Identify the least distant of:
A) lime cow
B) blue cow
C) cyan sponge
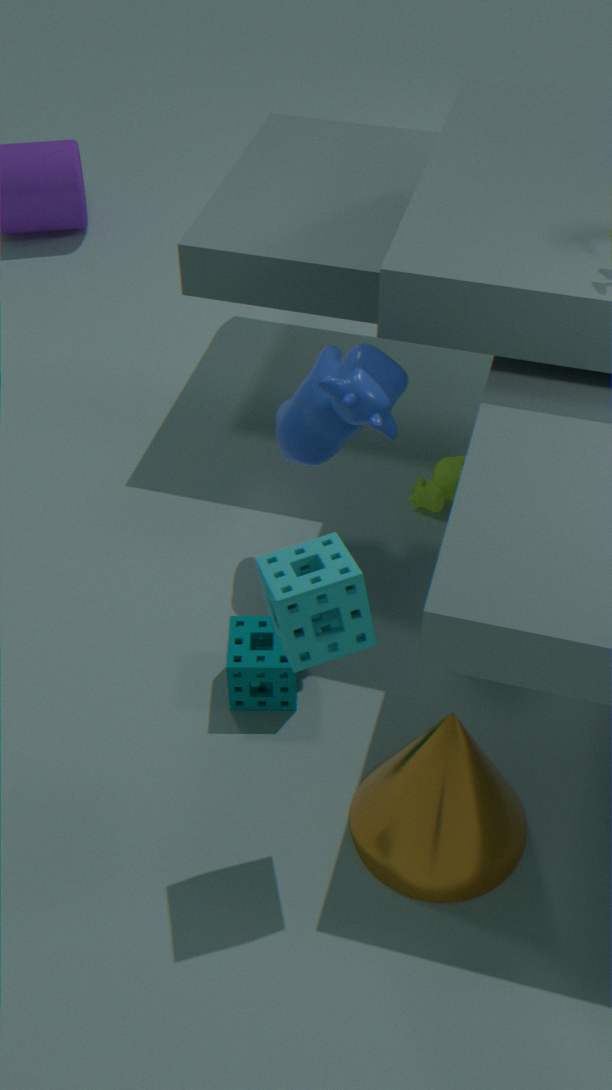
cyan sponge
